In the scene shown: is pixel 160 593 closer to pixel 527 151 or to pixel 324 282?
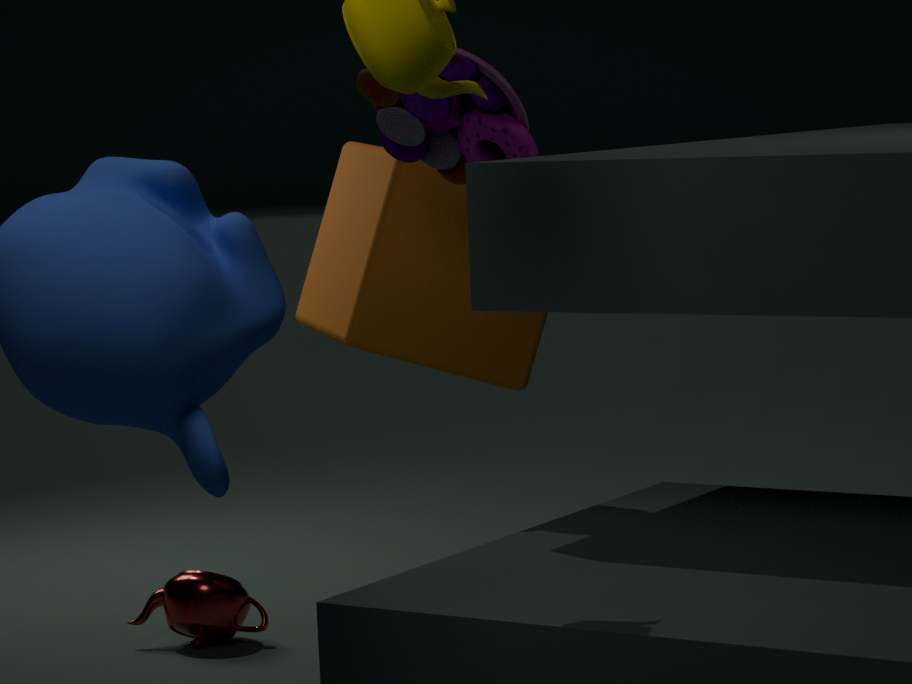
pixel 324 282
